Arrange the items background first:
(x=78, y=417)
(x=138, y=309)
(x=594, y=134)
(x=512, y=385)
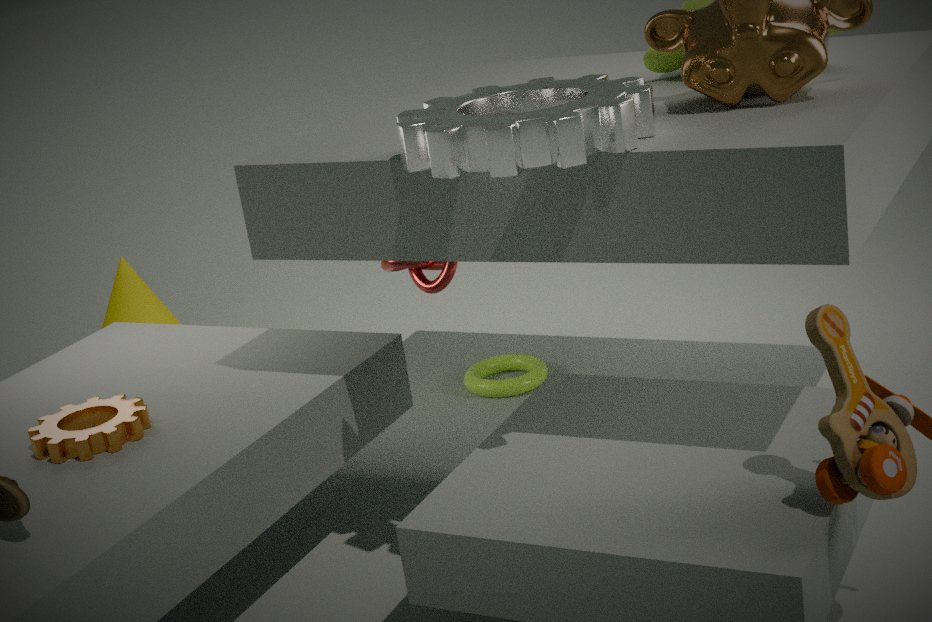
1. (x=138, y=309)
2. (x=512, y=385)
3. (x=78, y=417)
4. (x=594, y=134)
